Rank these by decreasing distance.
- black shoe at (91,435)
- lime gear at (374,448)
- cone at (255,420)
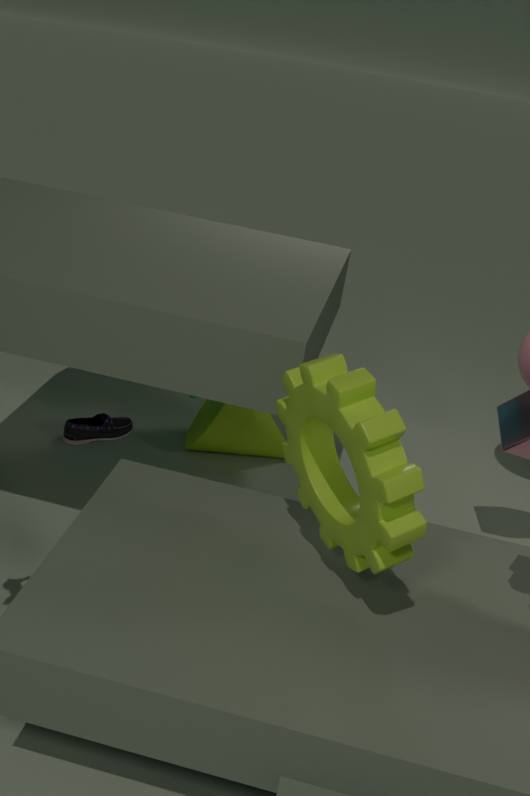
black shoe at (91,435), cone at (255,420), lime gear at (374,448)
